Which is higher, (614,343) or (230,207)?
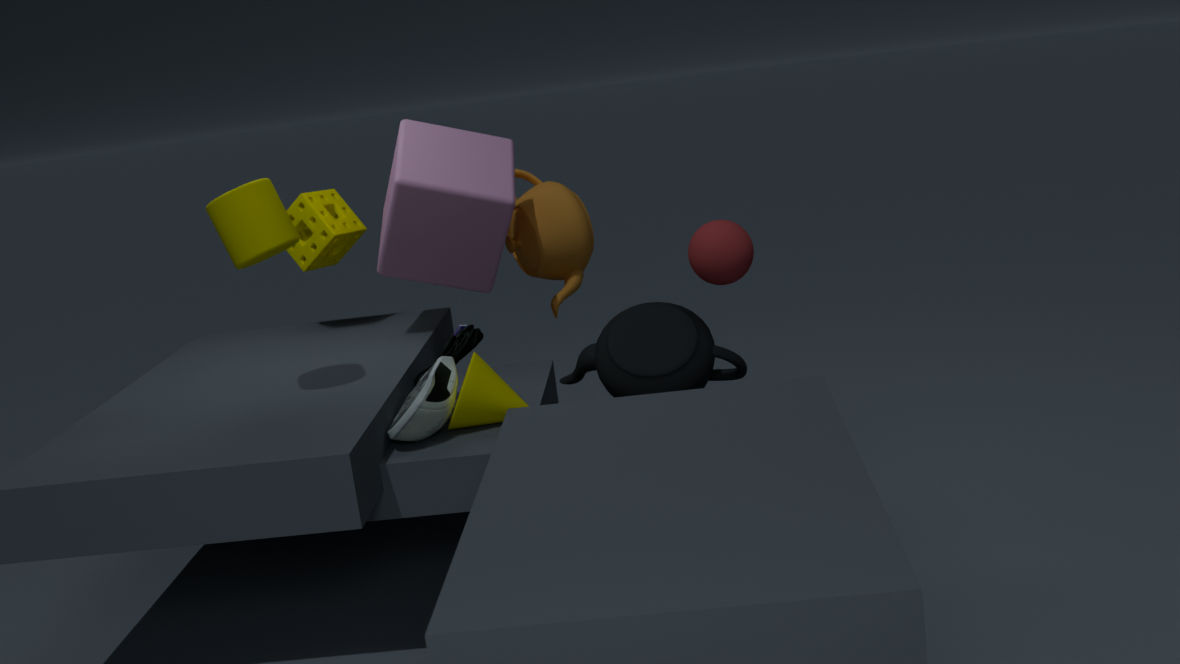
(230,207)
